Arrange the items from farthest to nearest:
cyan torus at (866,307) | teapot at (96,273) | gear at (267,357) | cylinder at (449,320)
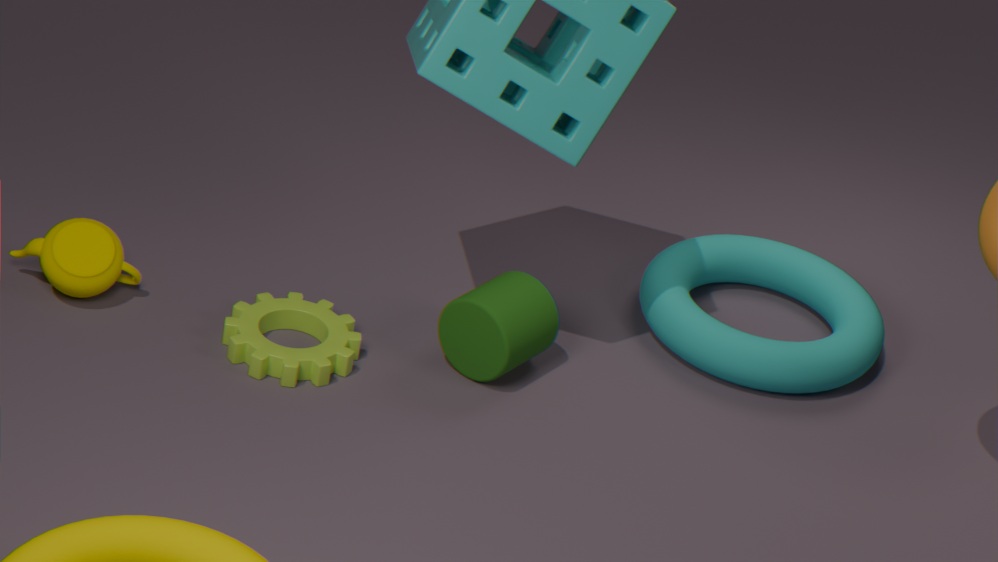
1. cyan torus at (866,307)
2. teapot at (96,273)
3. cylinder at (449,320)
4. gear at (267,357)
